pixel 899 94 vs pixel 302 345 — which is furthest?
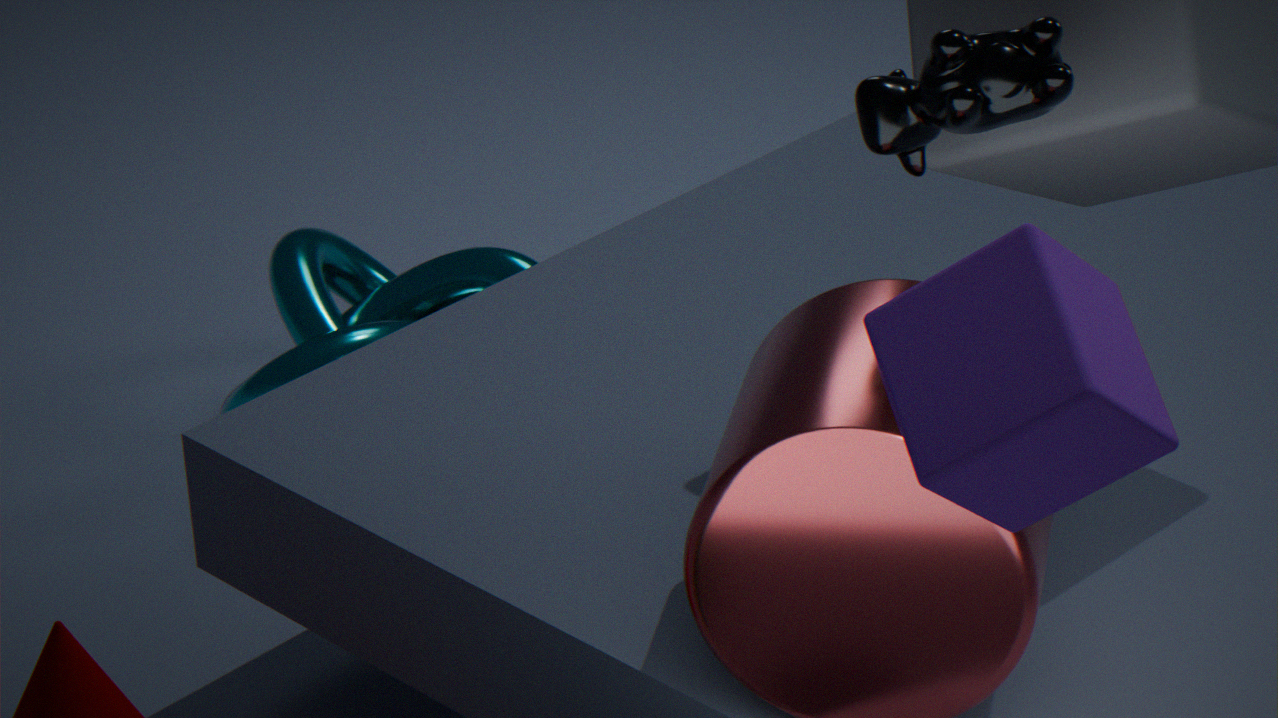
pixel 302 345
